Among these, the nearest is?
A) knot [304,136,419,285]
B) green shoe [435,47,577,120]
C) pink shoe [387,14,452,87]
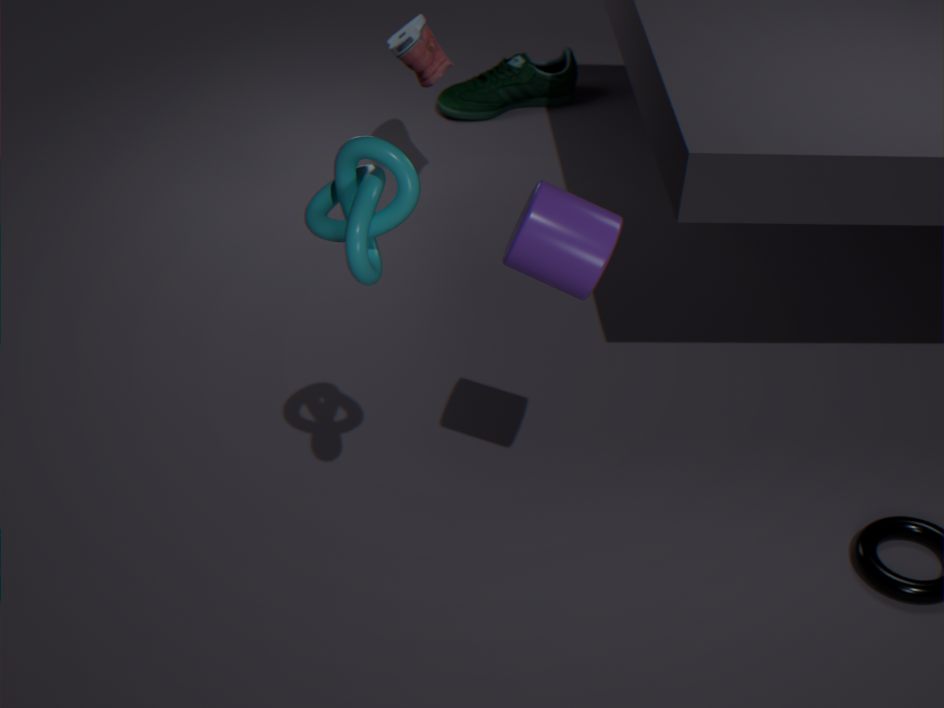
knot [304,136,419,285]
